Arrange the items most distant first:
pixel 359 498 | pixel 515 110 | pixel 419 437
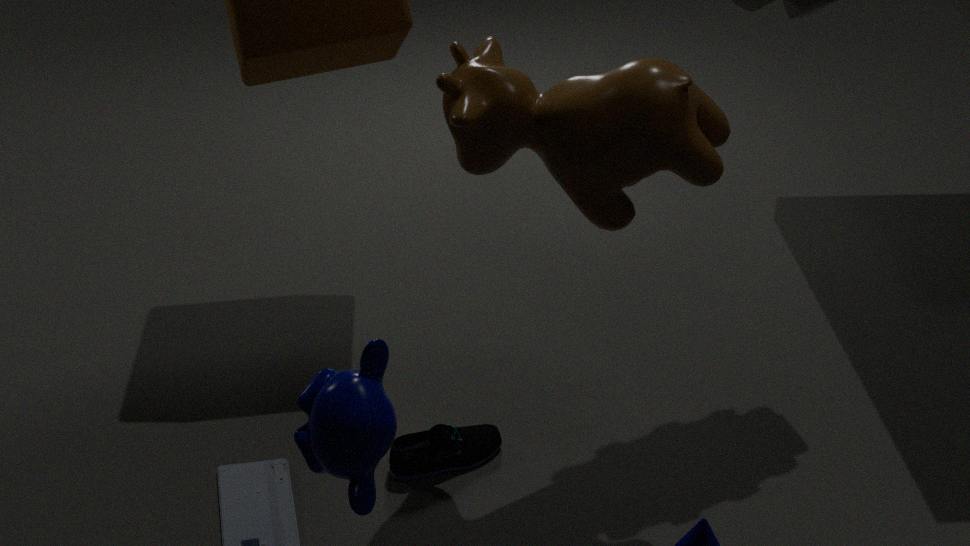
A: pixel 419 437 < pixel 515 110 < pixel 359 498
